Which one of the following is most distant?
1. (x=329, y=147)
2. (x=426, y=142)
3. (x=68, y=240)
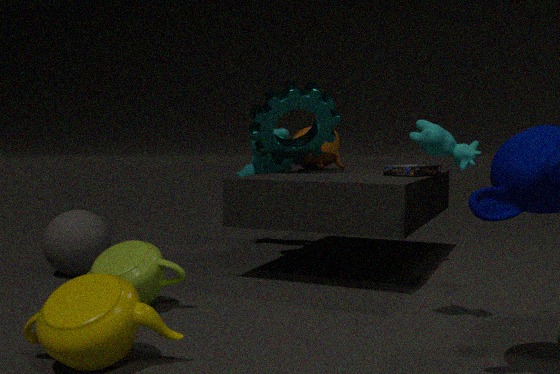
(x=329, y=147)
